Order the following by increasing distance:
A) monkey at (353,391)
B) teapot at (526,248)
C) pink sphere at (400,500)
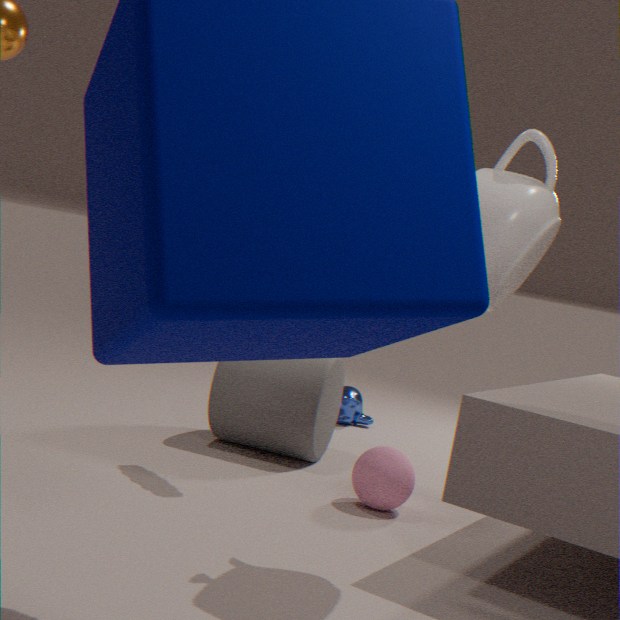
1. teapot at (526,248)
2. pink sphere at (400,500)
3. monkey at (353,391)
